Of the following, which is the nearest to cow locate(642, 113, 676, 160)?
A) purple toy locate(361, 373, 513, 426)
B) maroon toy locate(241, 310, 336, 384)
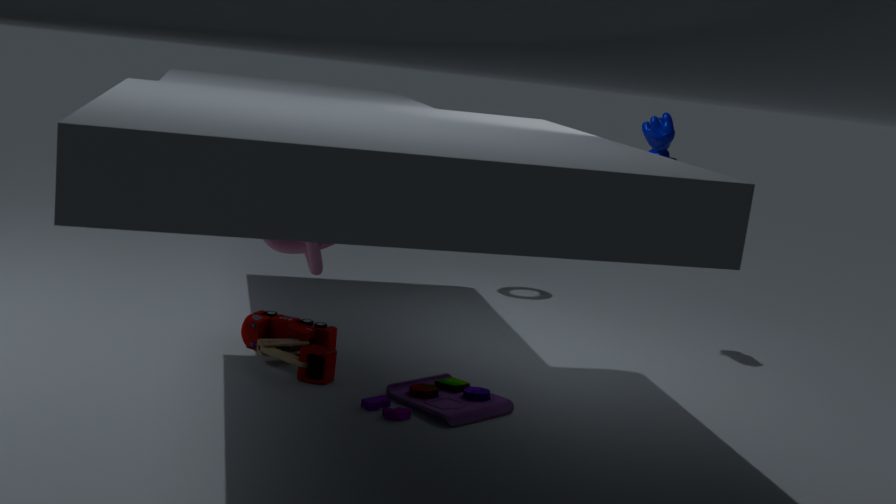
purple toy locate(361, 373, 513, 426)
